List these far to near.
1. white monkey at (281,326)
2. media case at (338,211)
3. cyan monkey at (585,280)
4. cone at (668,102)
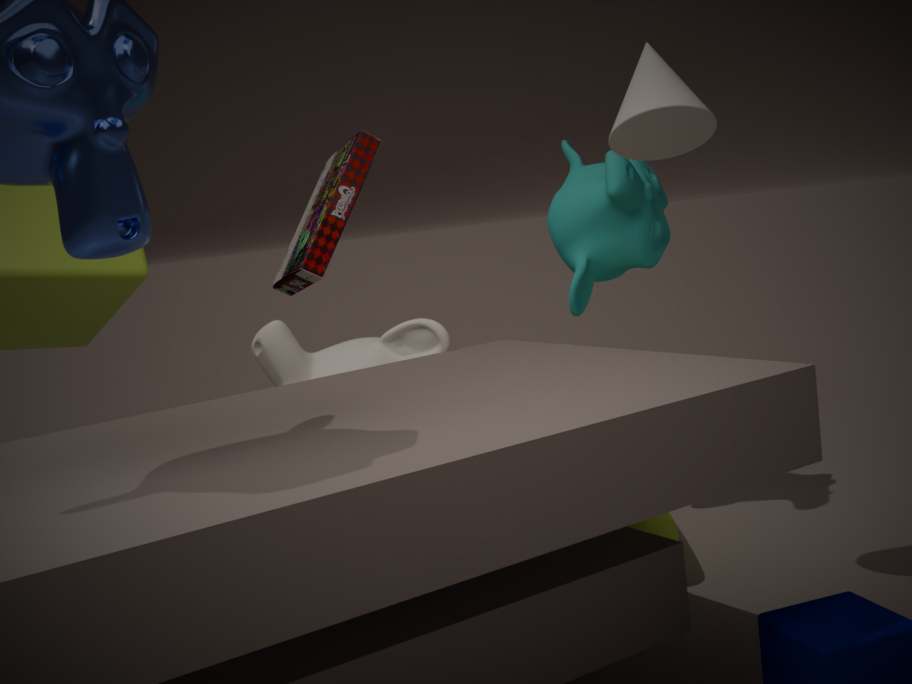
1. cyan monkey at (585,280)
2. media case at (338,211)
3. white monkey at (281,326)
4. cone at (668,102)
